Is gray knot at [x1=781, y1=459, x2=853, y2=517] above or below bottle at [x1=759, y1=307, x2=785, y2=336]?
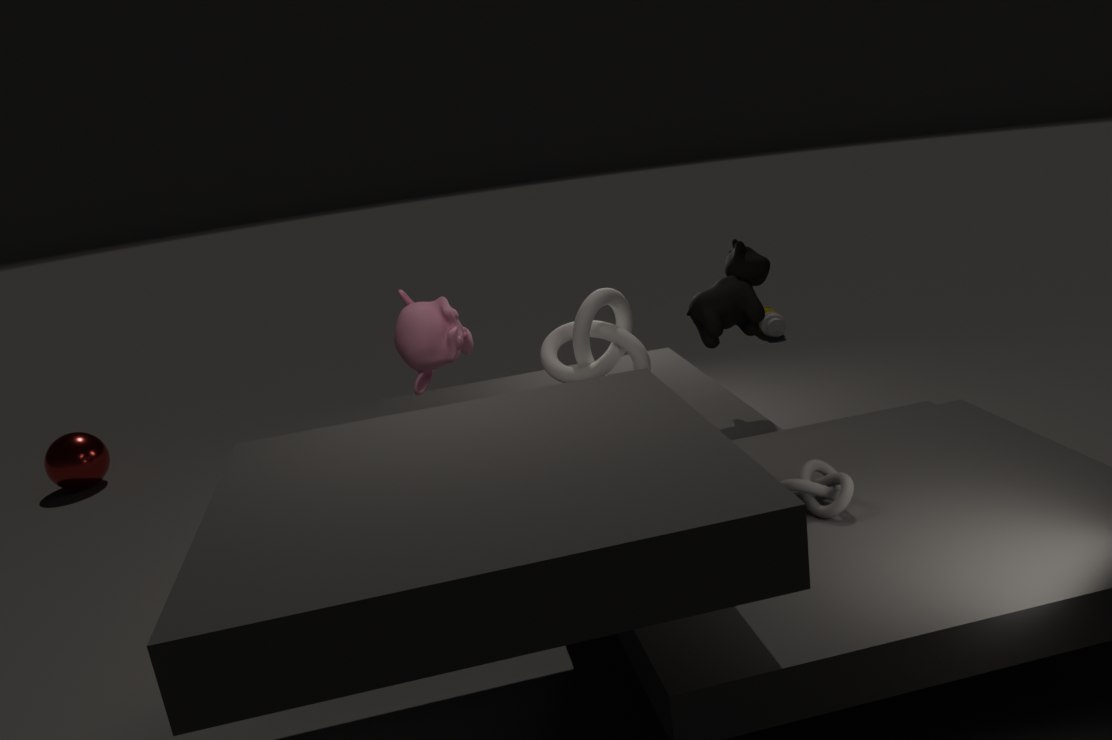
above
